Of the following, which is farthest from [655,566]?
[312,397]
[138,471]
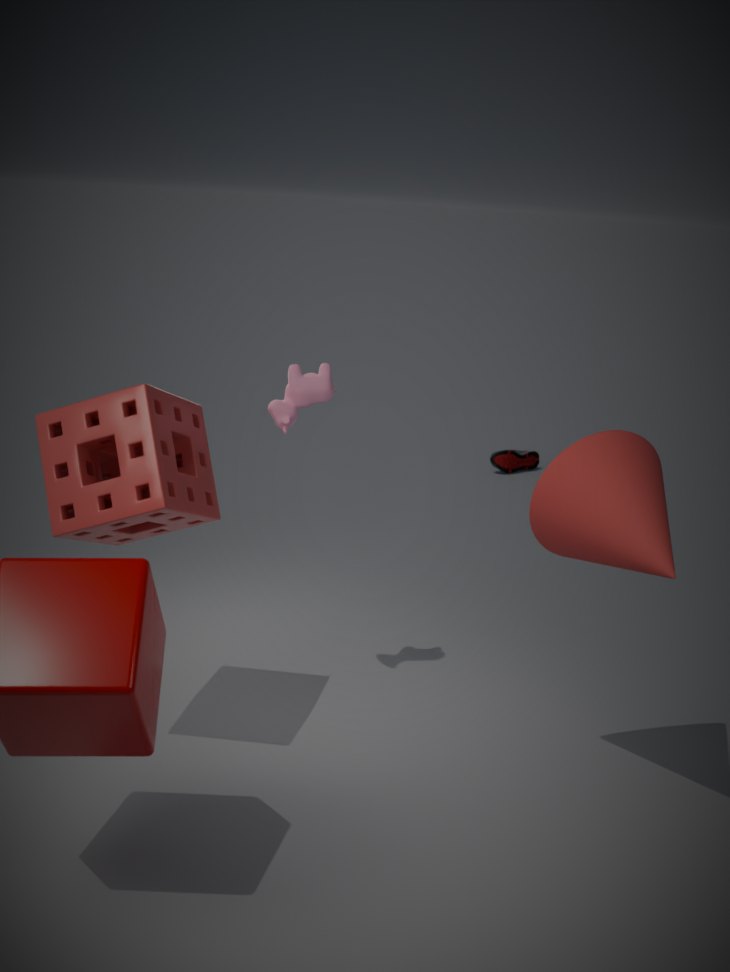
[138,471]
